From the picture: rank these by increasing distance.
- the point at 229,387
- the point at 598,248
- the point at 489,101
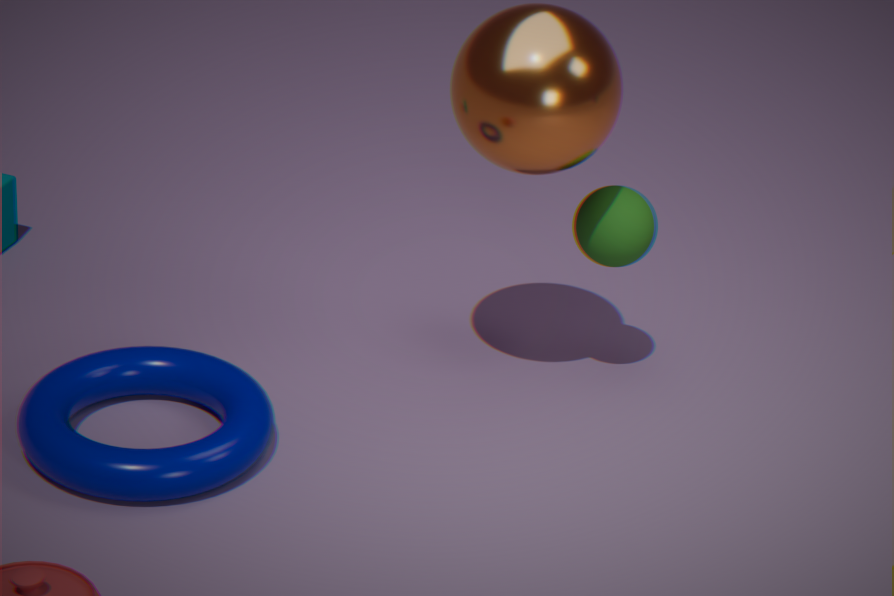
the point at 489,101 < the point at 229,387 < the point at 598,248
